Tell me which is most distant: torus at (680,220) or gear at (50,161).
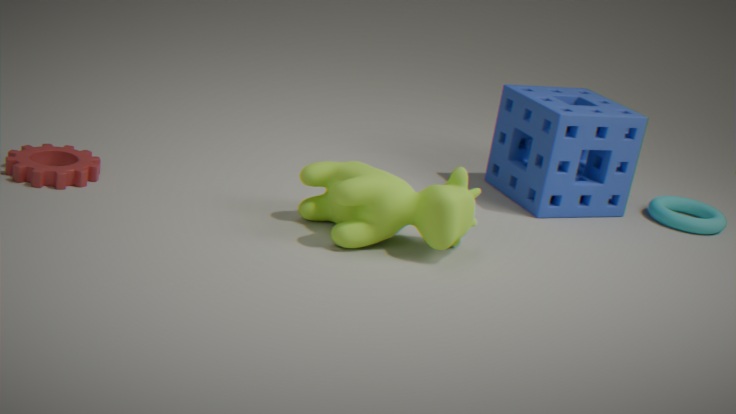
torus at (680,220)
